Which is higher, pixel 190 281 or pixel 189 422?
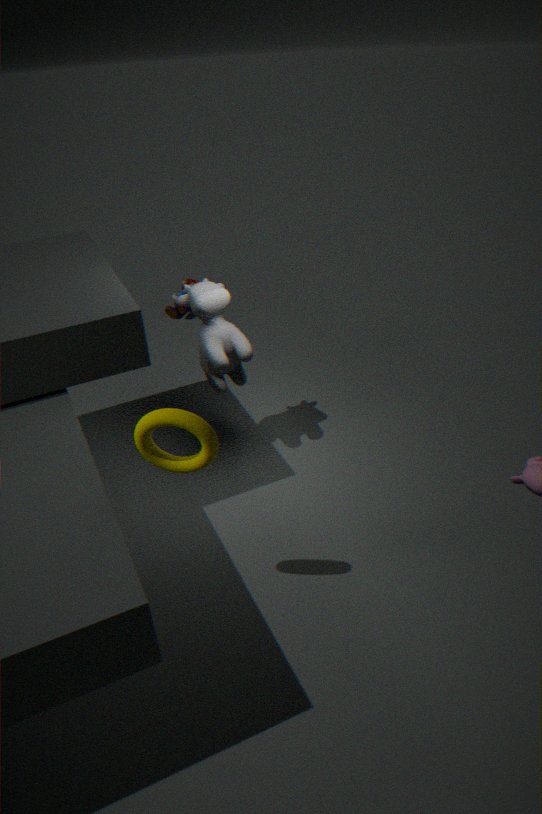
pixel 189 422
